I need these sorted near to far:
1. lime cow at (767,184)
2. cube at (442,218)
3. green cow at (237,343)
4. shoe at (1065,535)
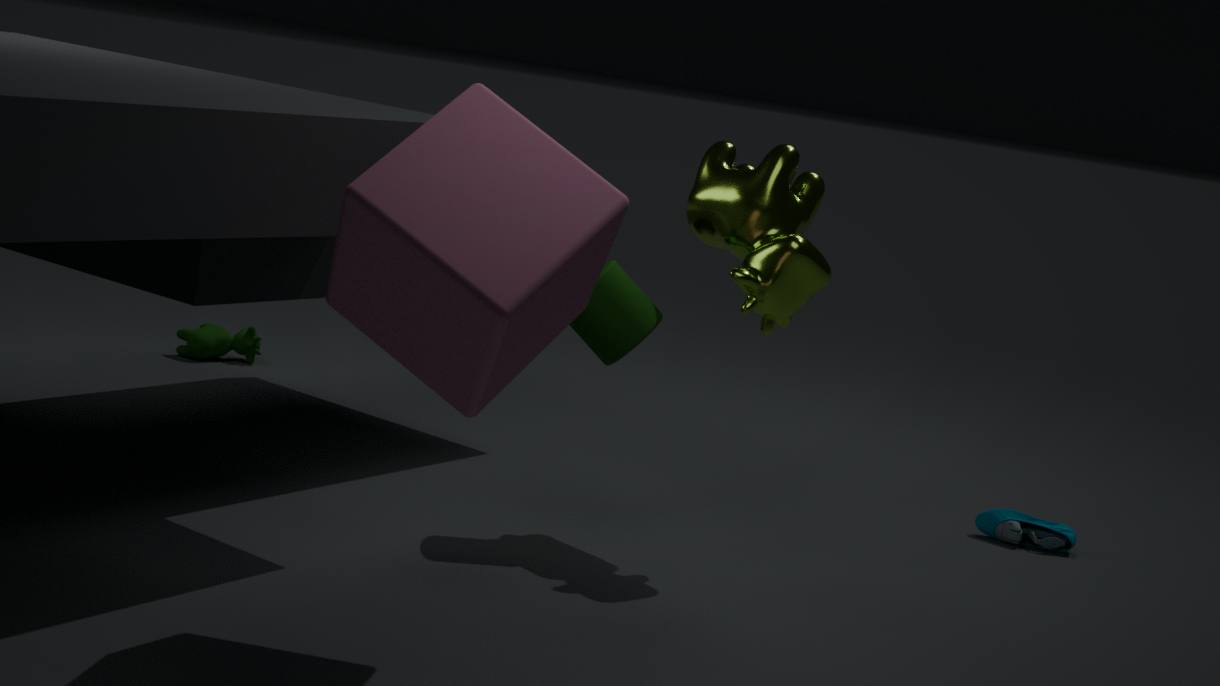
cube at (442,218) → lime cow at (767,184) → shoe at (1065,535) → green cow at (237,343)
